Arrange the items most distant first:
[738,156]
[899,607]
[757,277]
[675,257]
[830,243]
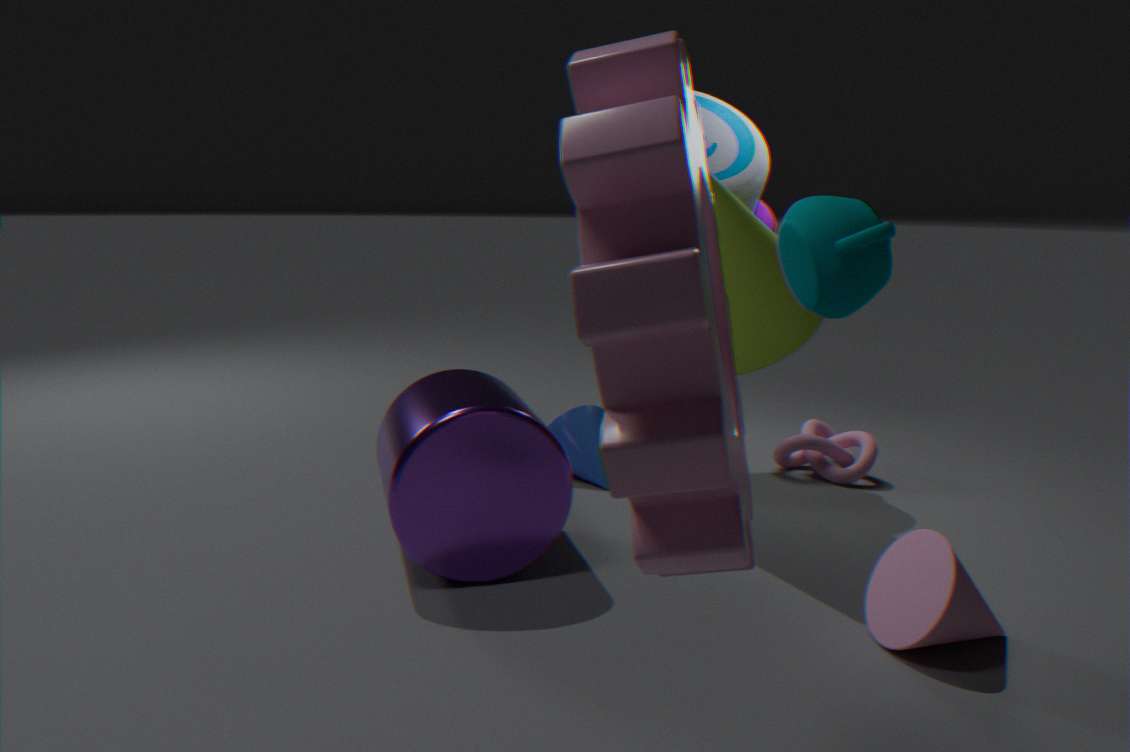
[738,156] < [757,277] < [899,607] < [830,243] < [675,257]
